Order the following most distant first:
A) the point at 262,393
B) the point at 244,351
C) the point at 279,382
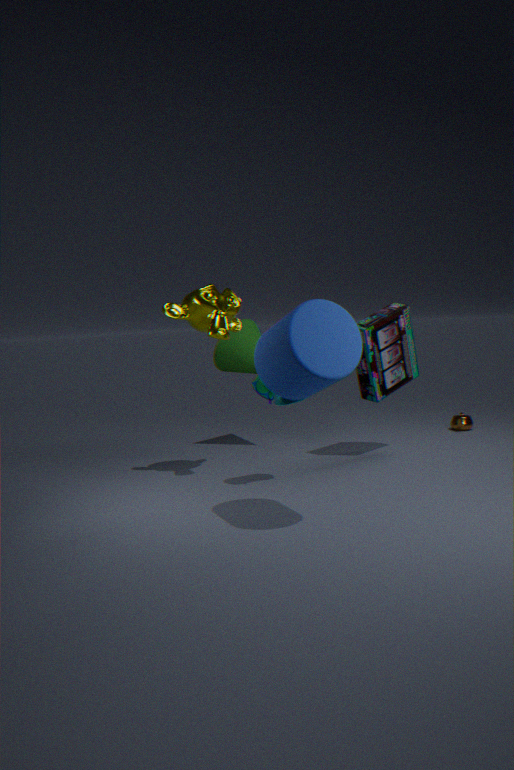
the point at 244,351 → the point at 262,393 → the point at 279,382
